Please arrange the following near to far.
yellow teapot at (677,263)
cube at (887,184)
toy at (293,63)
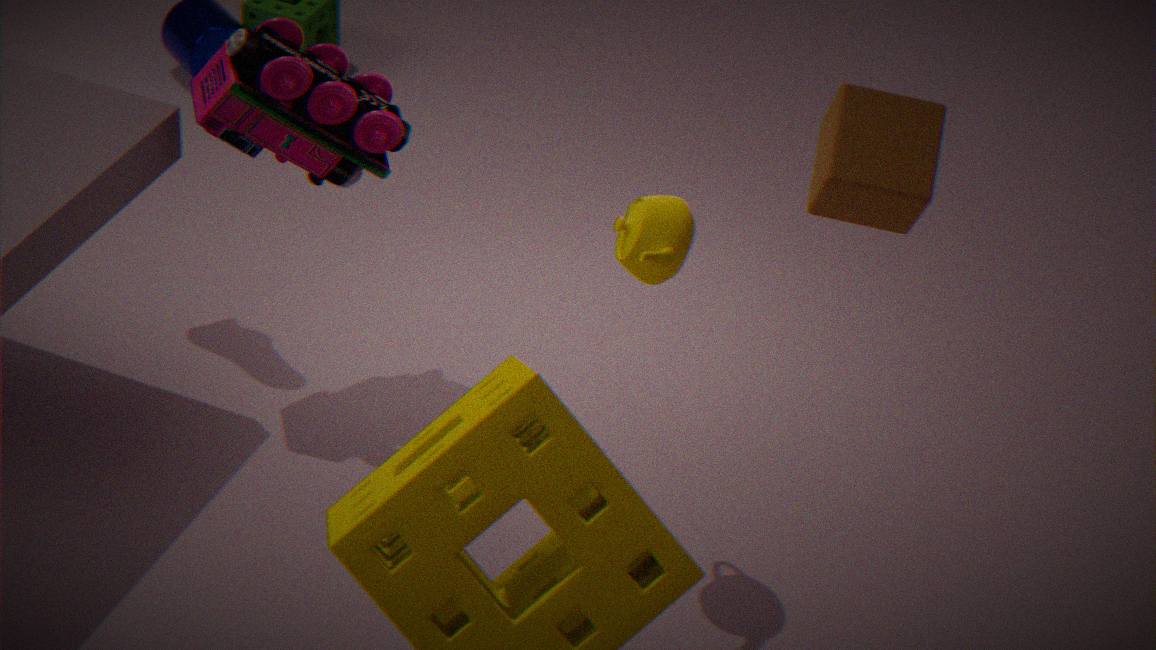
cube at (887,184) < yellow teapot at (677,263) < toy at (293,63)
